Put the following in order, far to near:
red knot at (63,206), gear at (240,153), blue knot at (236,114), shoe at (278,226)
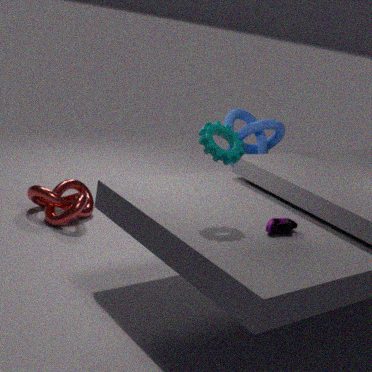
blue knot at (236,114) < red knot at (63,206) < shoe at (278,226) < gear at (240,153)
